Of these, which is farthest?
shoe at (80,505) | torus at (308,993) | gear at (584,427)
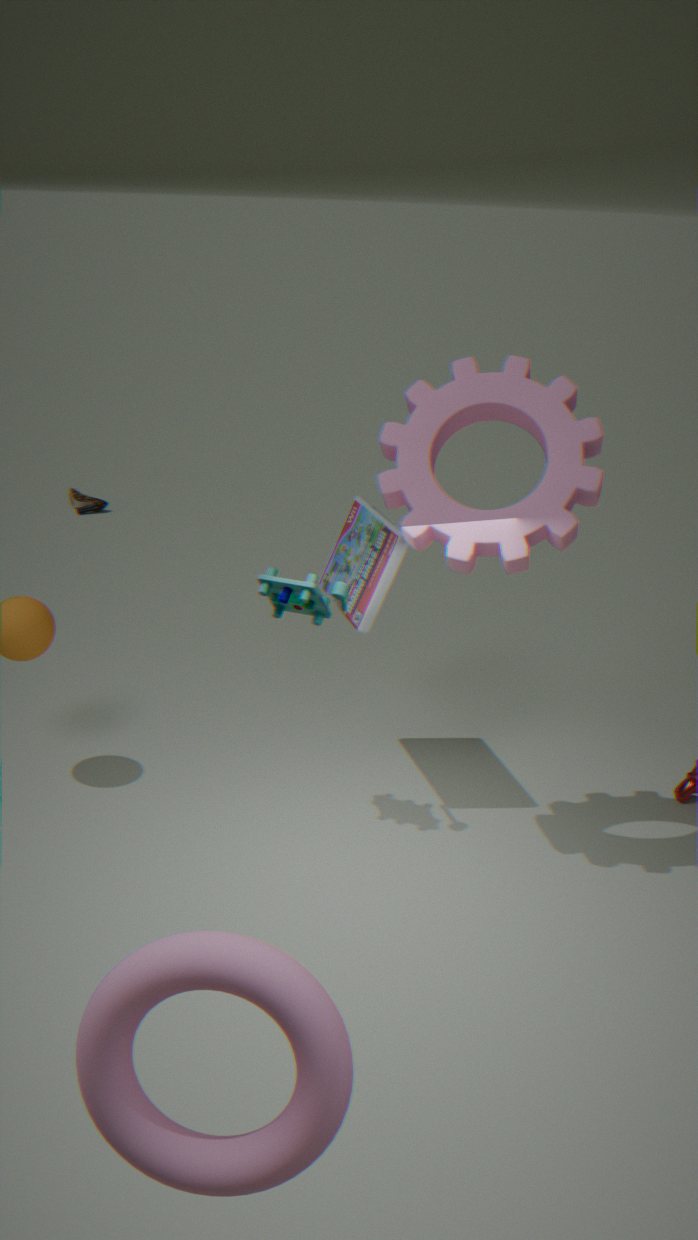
shoe at (80,505)
